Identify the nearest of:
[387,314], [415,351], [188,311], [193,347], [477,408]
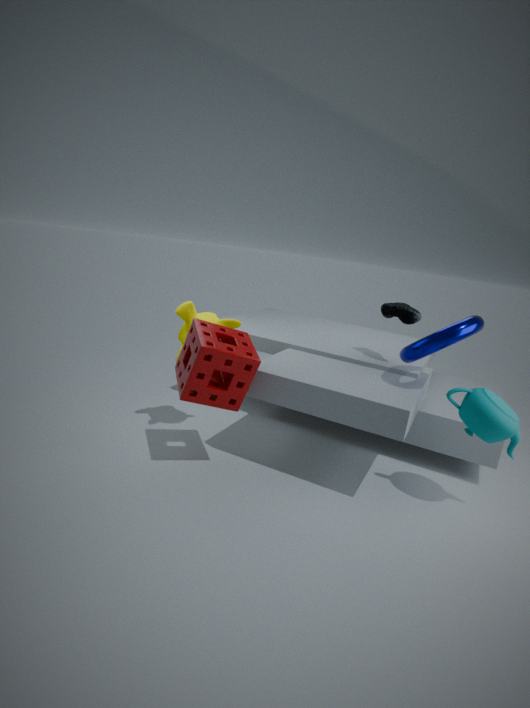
[477,408]
